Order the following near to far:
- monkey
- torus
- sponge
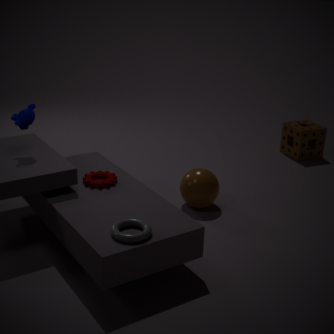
1. torus
2. monkey
3. sponge
